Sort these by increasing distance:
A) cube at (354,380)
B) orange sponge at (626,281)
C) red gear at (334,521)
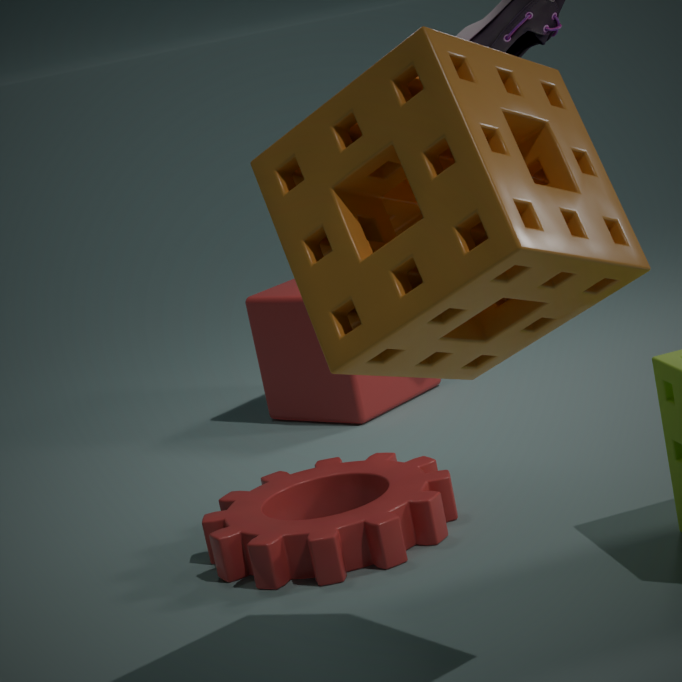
orange sponge at (626,281) < red gear at (334,521) < cube at (354,380)
